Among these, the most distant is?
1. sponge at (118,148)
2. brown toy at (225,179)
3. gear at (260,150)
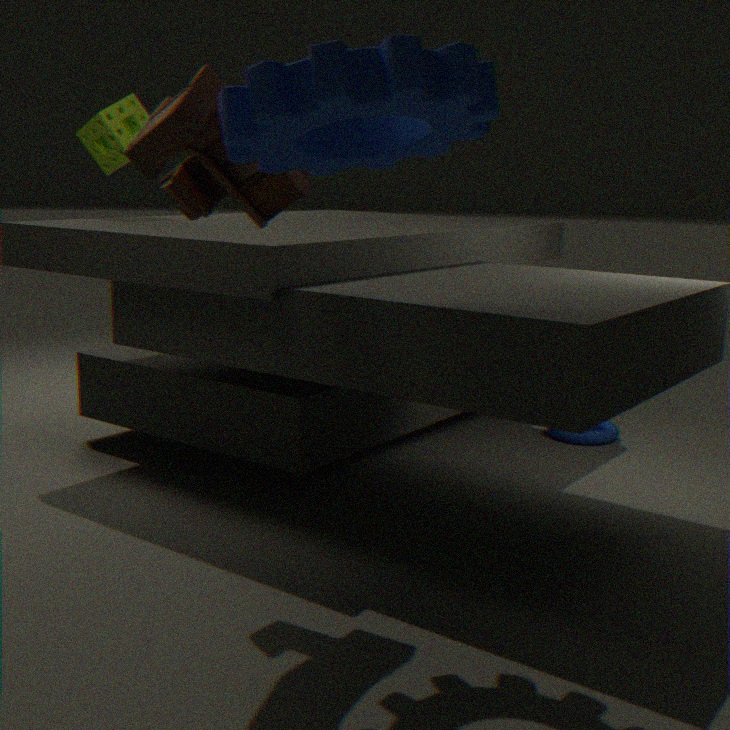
sponge at (118,148)
